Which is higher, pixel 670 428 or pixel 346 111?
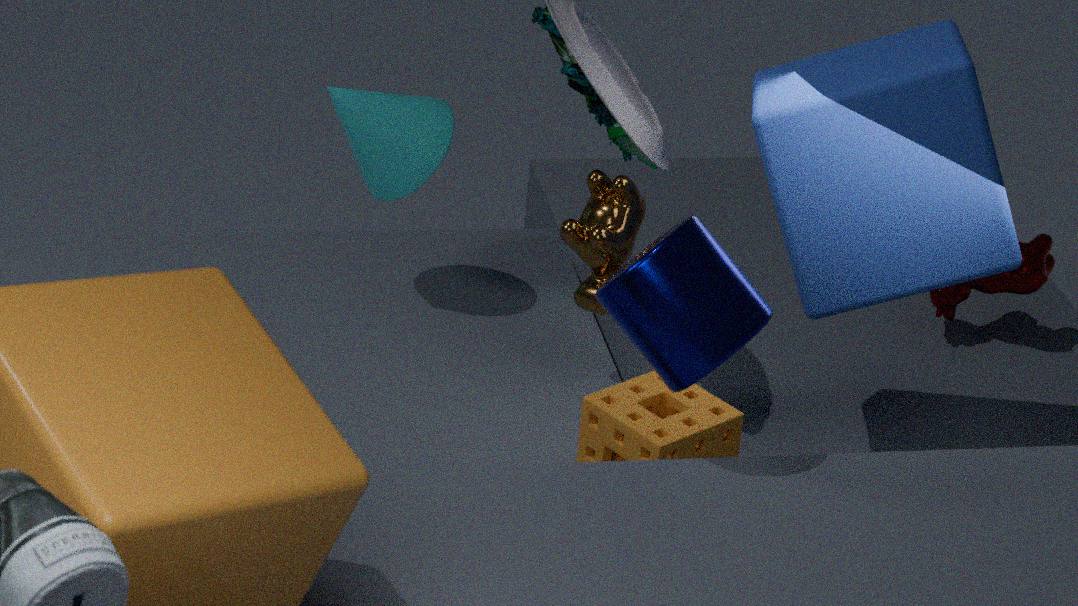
pixel 346 111
